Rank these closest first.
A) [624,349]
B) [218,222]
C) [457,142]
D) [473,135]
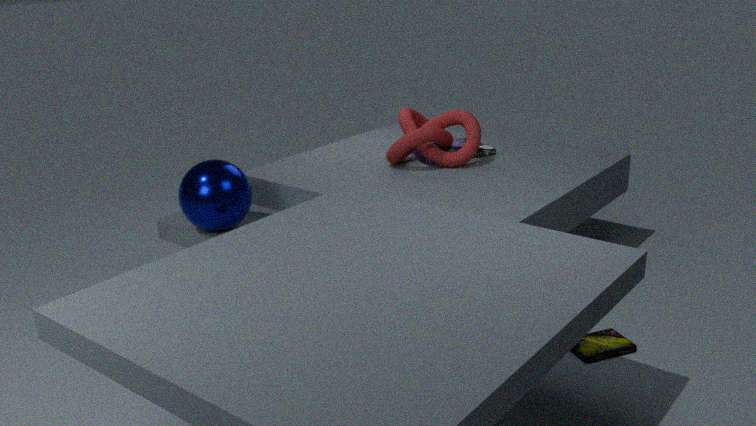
[624,349]
[218,222]
[473,135]
[457,142]
